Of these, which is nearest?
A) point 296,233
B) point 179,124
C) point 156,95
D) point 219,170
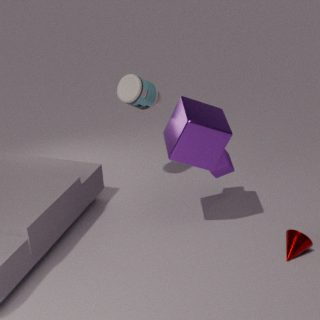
B. point 179,124
